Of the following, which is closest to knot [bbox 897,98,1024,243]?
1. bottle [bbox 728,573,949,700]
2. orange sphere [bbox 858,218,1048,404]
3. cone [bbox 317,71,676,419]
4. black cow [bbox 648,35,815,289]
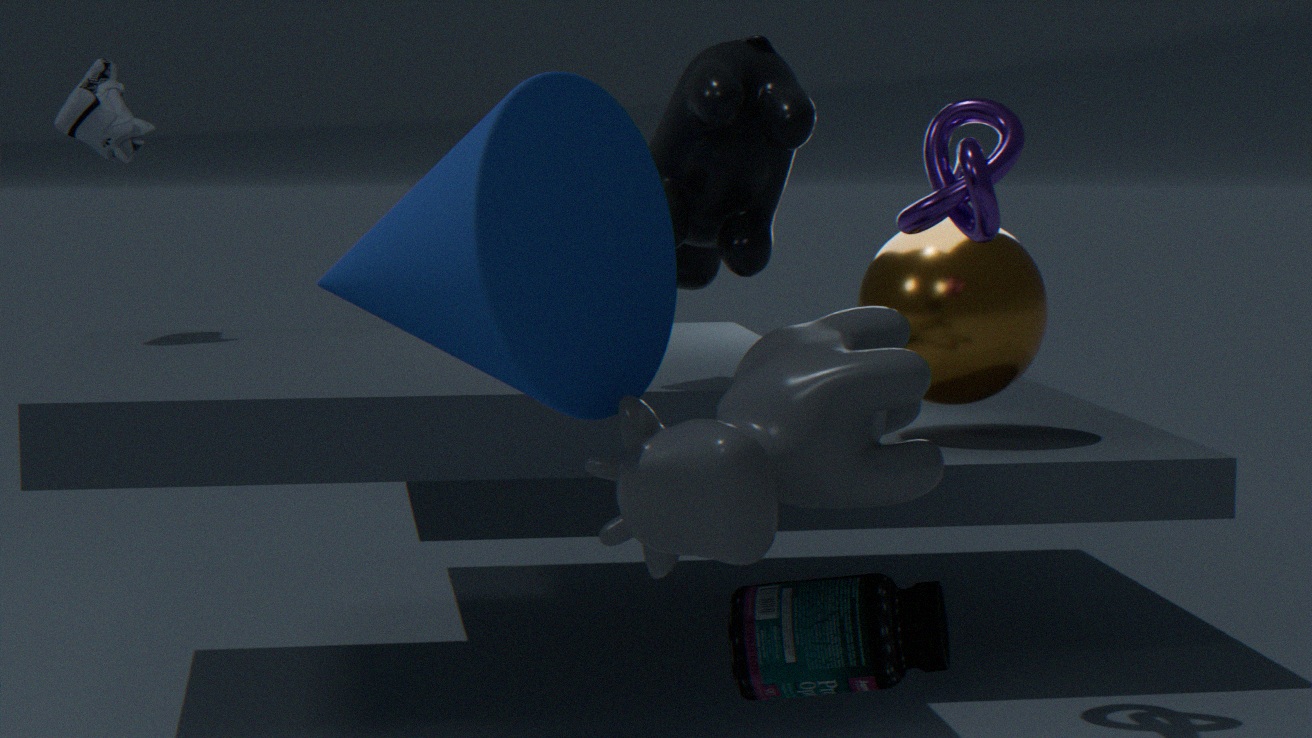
orange sphere [bbox 858,218,1048,404]
